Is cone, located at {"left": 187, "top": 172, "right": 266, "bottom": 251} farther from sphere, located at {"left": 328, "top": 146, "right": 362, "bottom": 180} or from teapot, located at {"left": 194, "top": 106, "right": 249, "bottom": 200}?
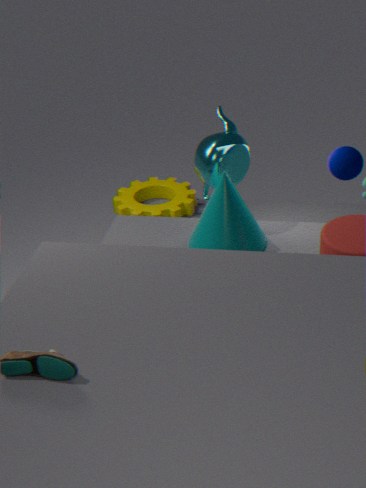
sphere, located at {"left": 328, "top": 146, "right": 362, "bottom": 180}
